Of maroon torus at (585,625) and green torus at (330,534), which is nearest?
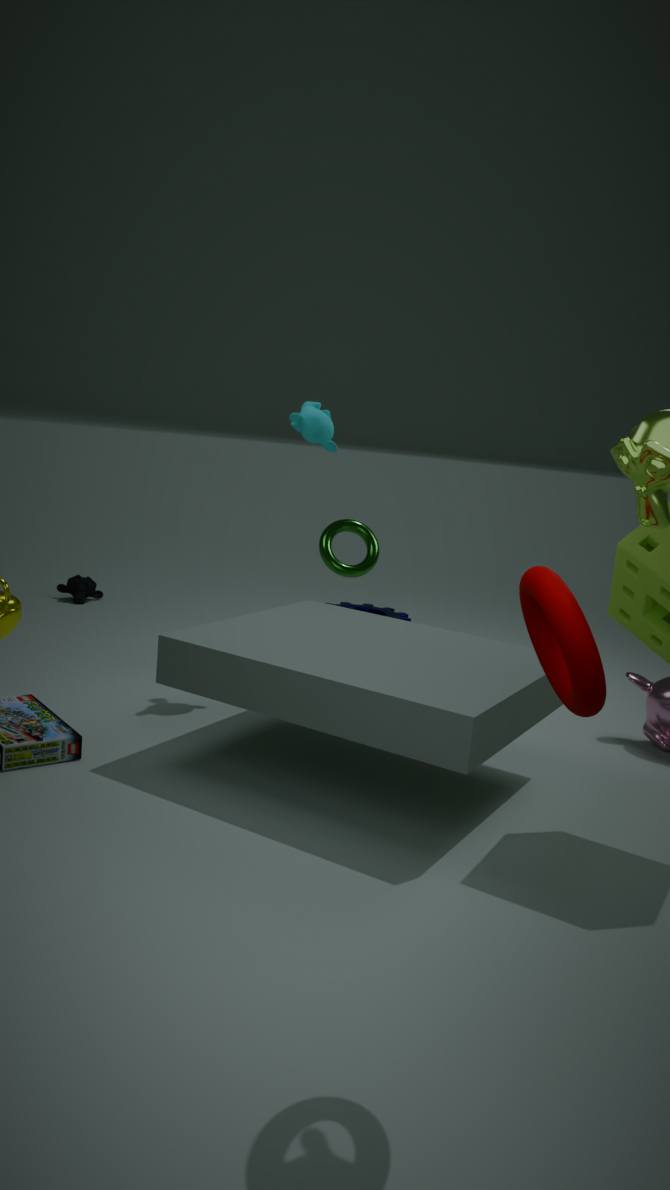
maroon torus at (585,625)
